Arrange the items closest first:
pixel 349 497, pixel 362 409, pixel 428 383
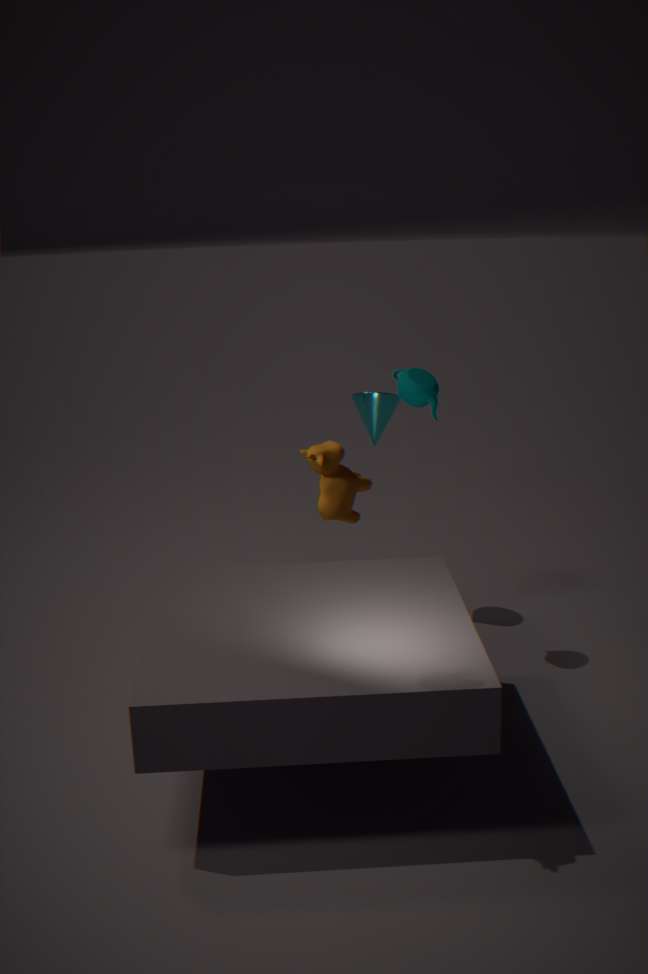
pixel 349 497 < pixel 428 383 < pixel 362 409
